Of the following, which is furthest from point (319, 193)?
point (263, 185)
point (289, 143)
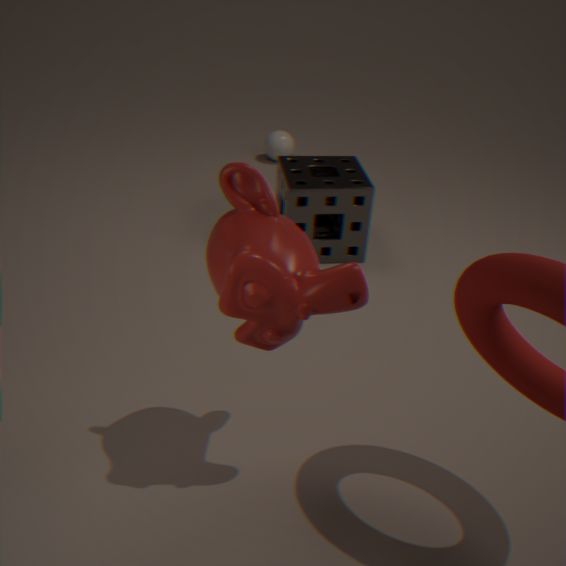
point (263, 185)
